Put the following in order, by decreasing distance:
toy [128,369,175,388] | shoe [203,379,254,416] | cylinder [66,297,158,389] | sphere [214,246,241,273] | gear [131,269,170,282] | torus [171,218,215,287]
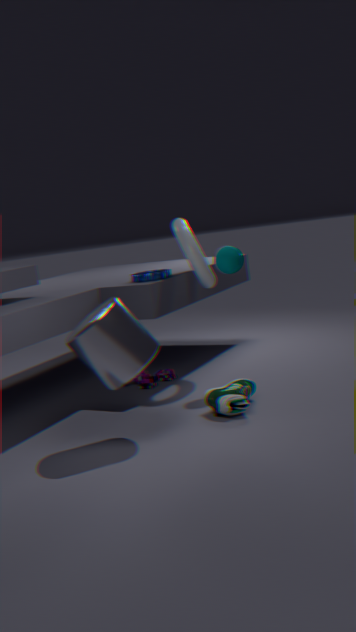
toy [128,369,175,388], gear [131,269,170,282], torus [171,218,215,287], sphere [214,246,241,273], shoe [203,379,254,416], cylinder [66,297,158,389]
